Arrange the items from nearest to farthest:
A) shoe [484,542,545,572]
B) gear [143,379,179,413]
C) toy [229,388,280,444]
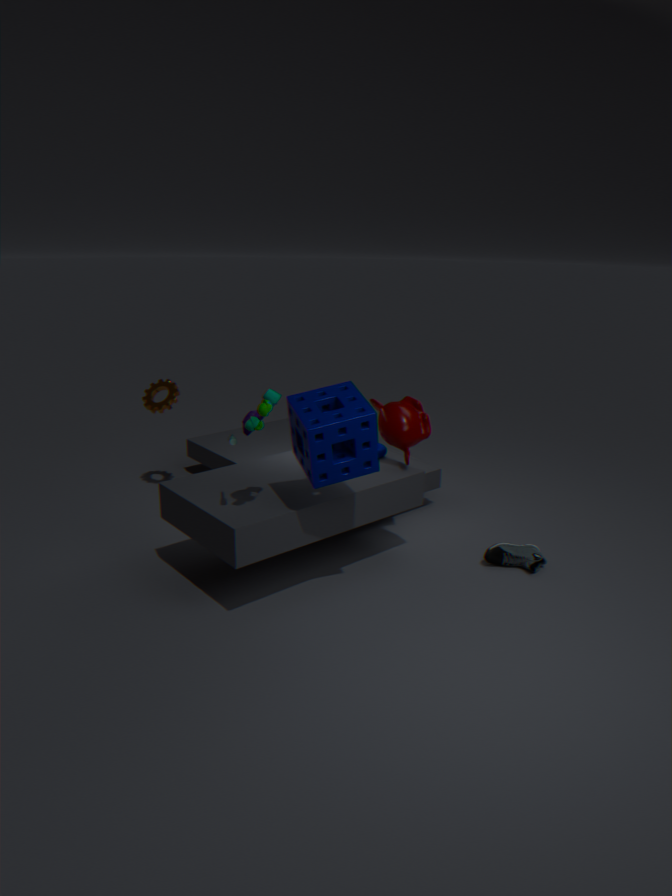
1. toy [229,388,280,444]
2. shoe [484,542,545,572]
3. gear [143,379,179,413]
